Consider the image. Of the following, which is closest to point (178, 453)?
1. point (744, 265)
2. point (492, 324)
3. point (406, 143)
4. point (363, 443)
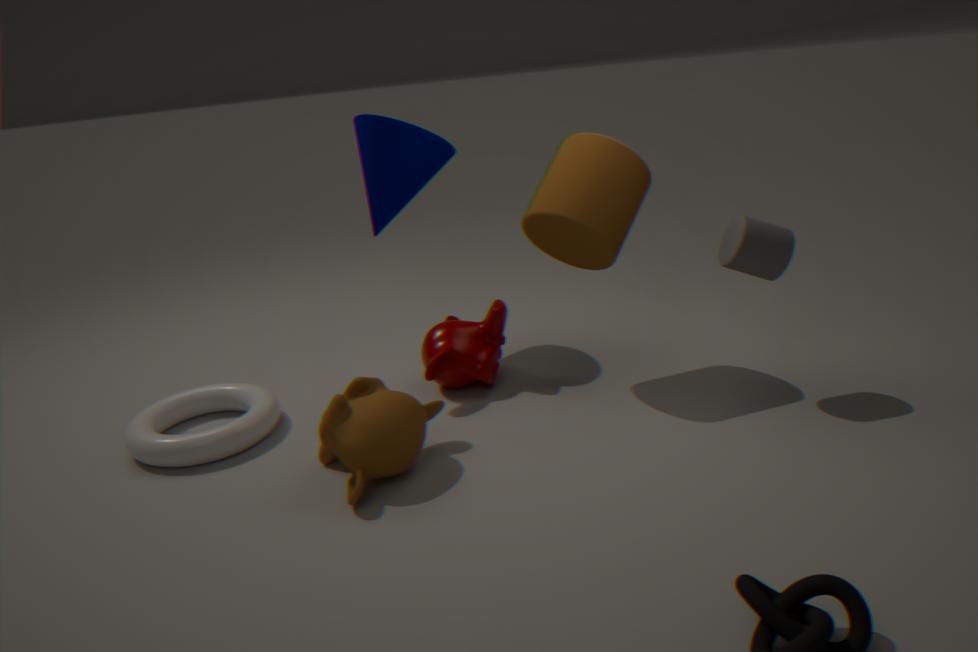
point (363, 443)
